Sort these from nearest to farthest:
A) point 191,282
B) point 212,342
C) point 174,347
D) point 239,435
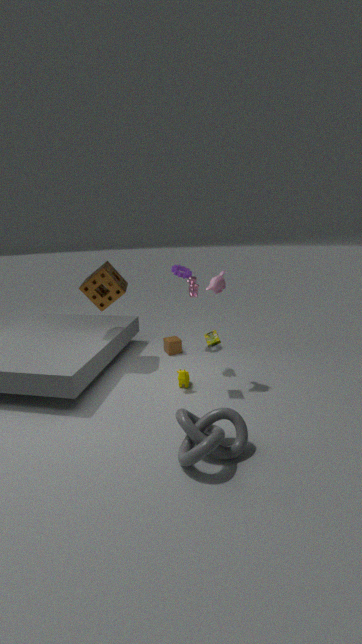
1. point 239,435
2. point 212,342
3. point 191,282
4. point 174,347
